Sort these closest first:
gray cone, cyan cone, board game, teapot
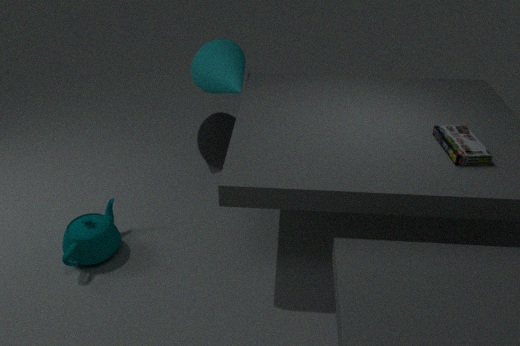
1. board game
2. teapot
3. cyan cone
4. gray cone
